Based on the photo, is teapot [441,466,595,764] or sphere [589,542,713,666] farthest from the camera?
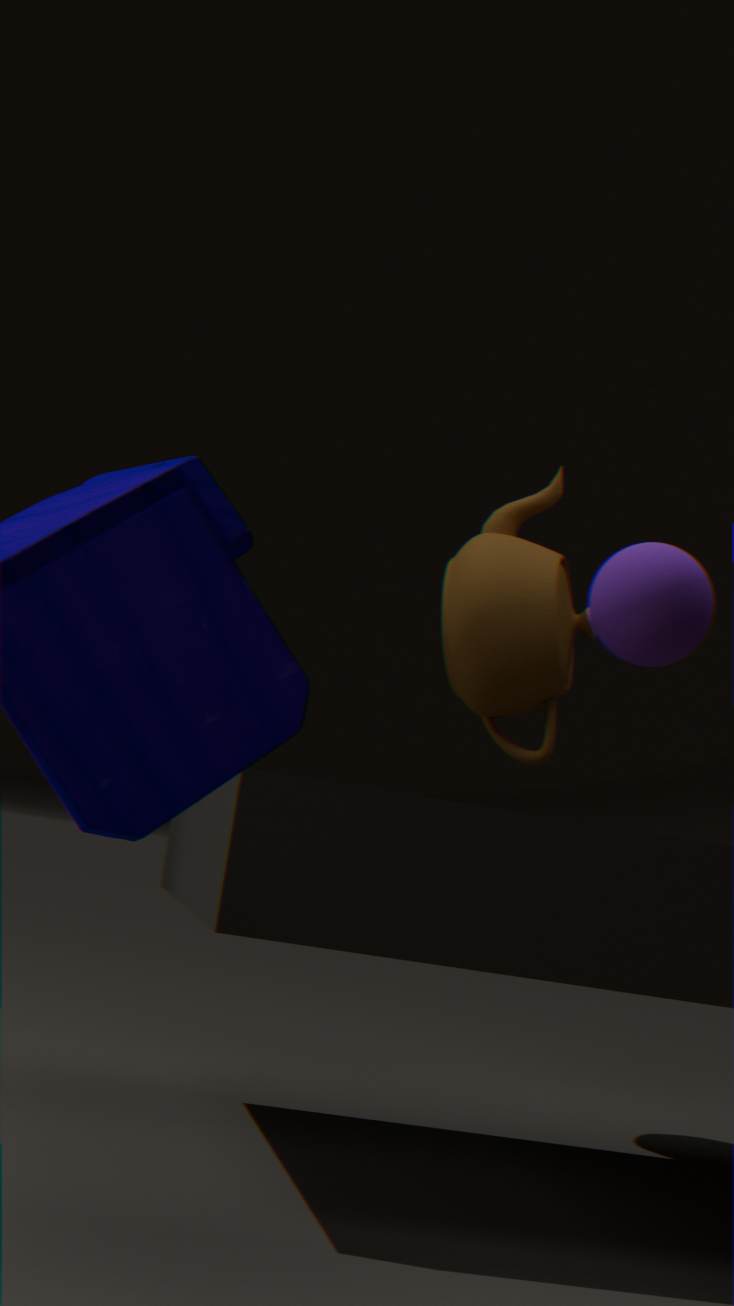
teapot [441,466,595,764]
